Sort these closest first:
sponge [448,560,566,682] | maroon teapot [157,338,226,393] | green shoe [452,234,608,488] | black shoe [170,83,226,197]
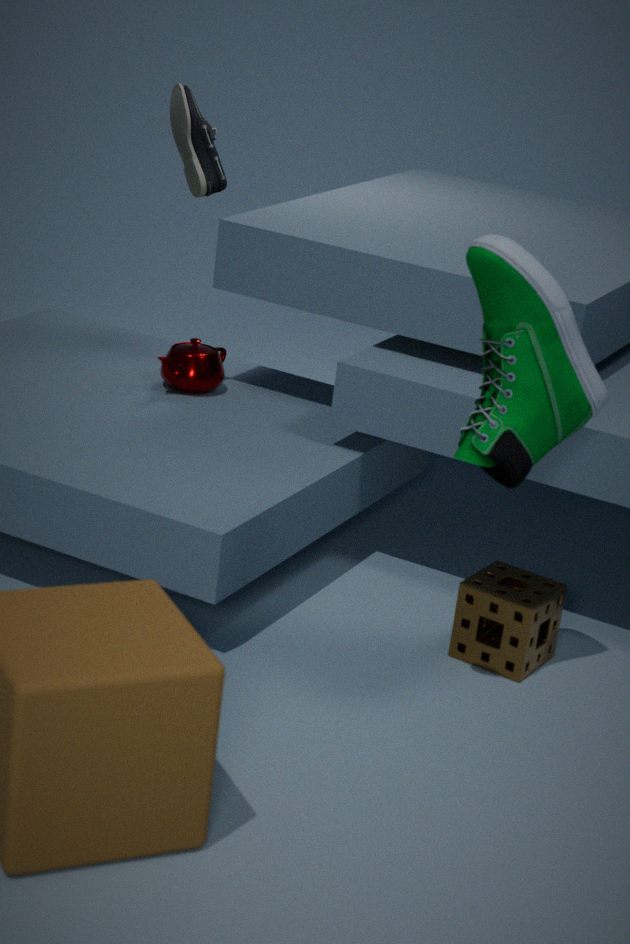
green shoe [452,234,608,488] → sponge [448,560,566,682] → maroon teapot [157,338,226,393] → black shoe [170,83,226,197]
